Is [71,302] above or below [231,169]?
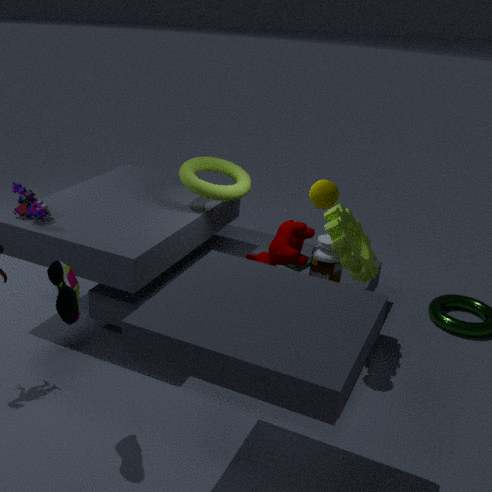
below
